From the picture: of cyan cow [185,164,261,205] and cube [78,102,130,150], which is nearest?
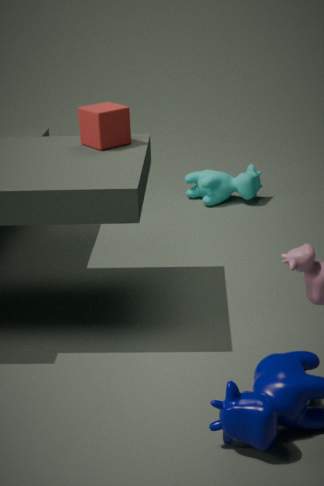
cube [78,102,130,150]
